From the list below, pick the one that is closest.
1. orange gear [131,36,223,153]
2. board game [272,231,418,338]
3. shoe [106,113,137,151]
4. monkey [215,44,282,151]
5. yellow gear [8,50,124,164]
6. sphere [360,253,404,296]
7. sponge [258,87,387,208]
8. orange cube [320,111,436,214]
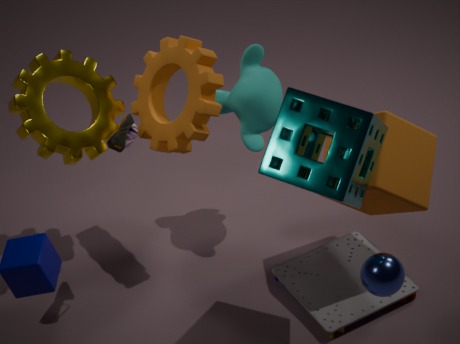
sponge [258,87,387,208]
